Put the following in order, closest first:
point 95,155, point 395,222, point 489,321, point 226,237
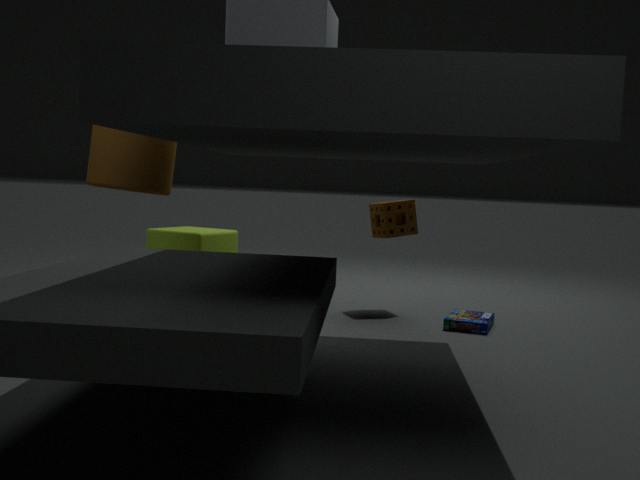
point 95,155 → point 489,321 → point 395,222 → point 226,237
